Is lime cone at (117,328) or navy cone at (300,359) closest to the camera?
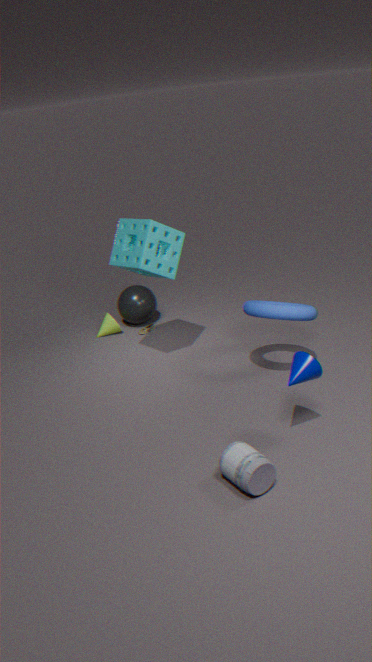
navy cone at (300,359)
